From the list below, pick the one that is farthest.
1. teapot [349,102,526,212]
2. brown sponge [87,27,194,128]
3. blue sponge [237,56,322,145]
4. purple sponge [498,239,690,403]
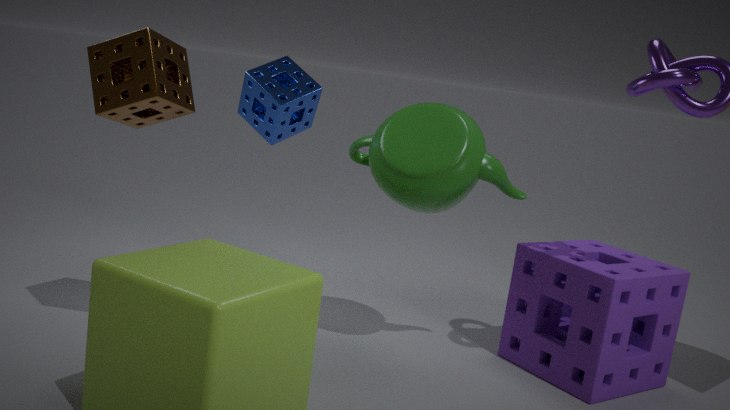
blue sponge [237,56,322,145]
